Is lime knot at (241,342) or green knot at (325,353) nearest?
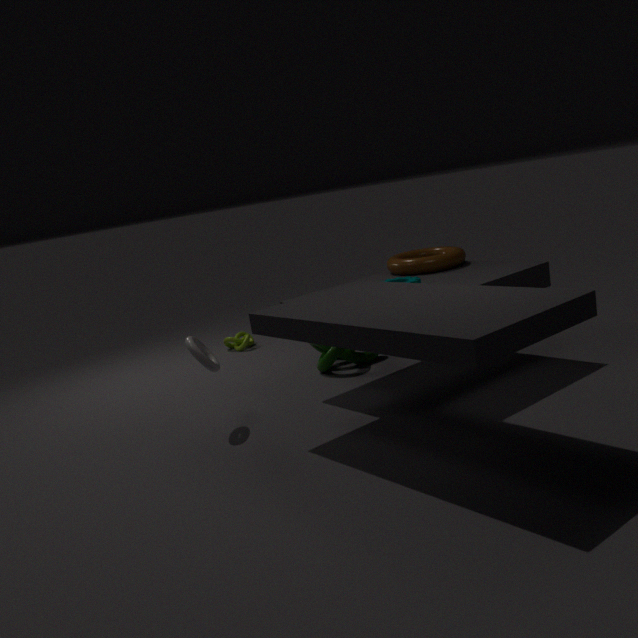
green knot at (325,353)
